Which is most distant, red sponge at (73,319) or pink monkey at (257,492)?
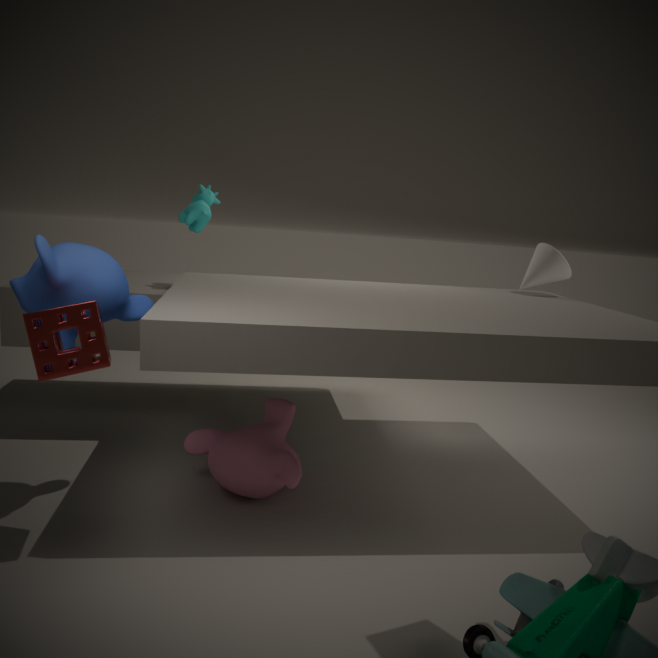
pink monkey at (257,492)
